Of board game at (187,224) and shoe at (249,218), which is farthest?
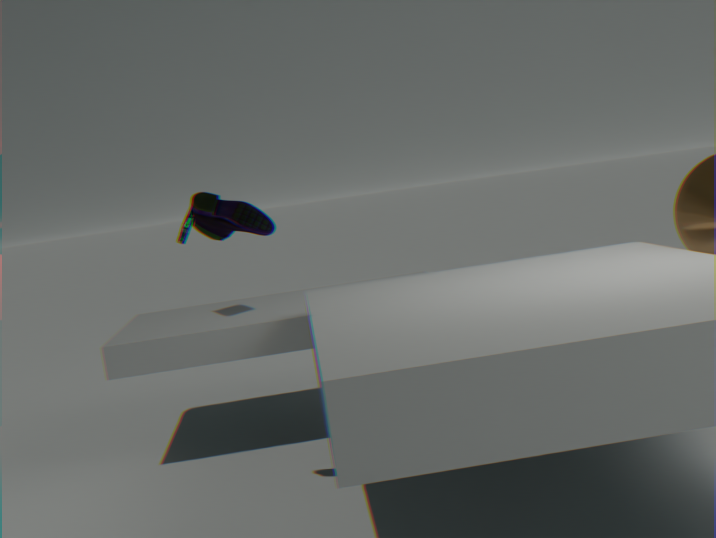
board game at (187,224)
